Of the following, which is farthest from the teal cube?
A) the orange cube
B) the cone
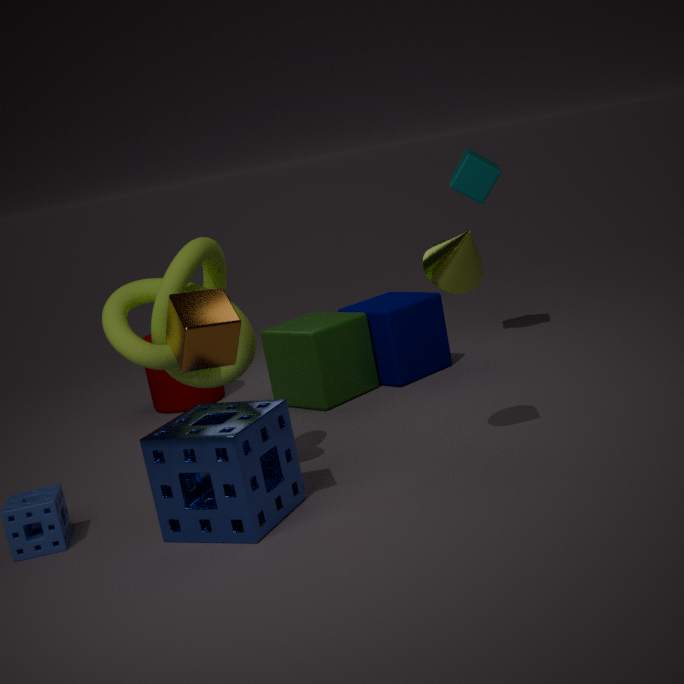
the orange cube
